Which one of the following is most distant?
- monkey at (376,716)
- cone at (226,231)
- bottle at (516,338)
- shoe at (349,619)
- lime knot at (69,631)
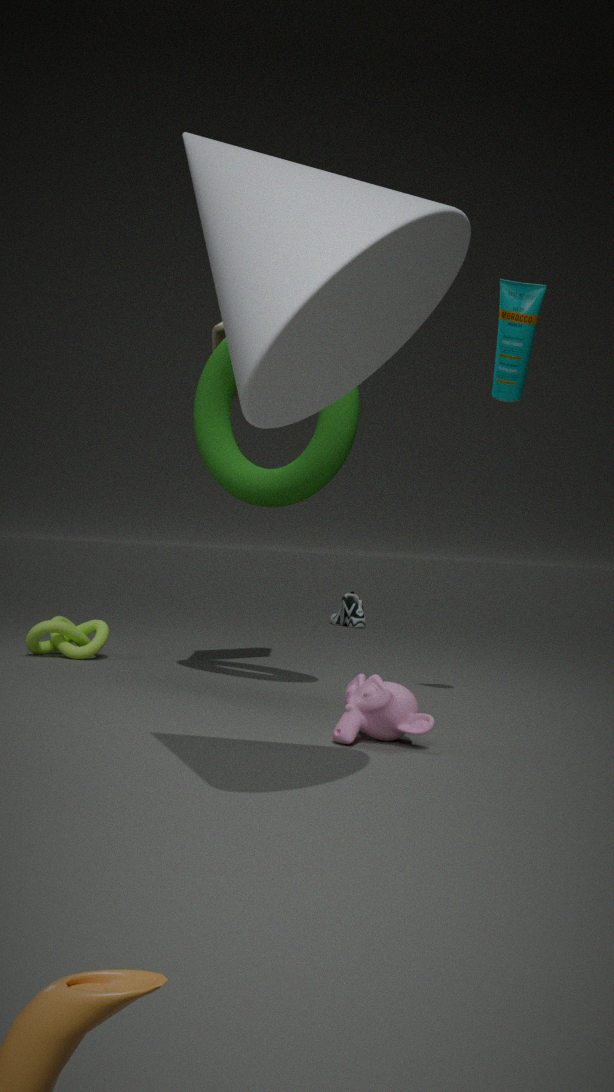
shoe at (349,619)
